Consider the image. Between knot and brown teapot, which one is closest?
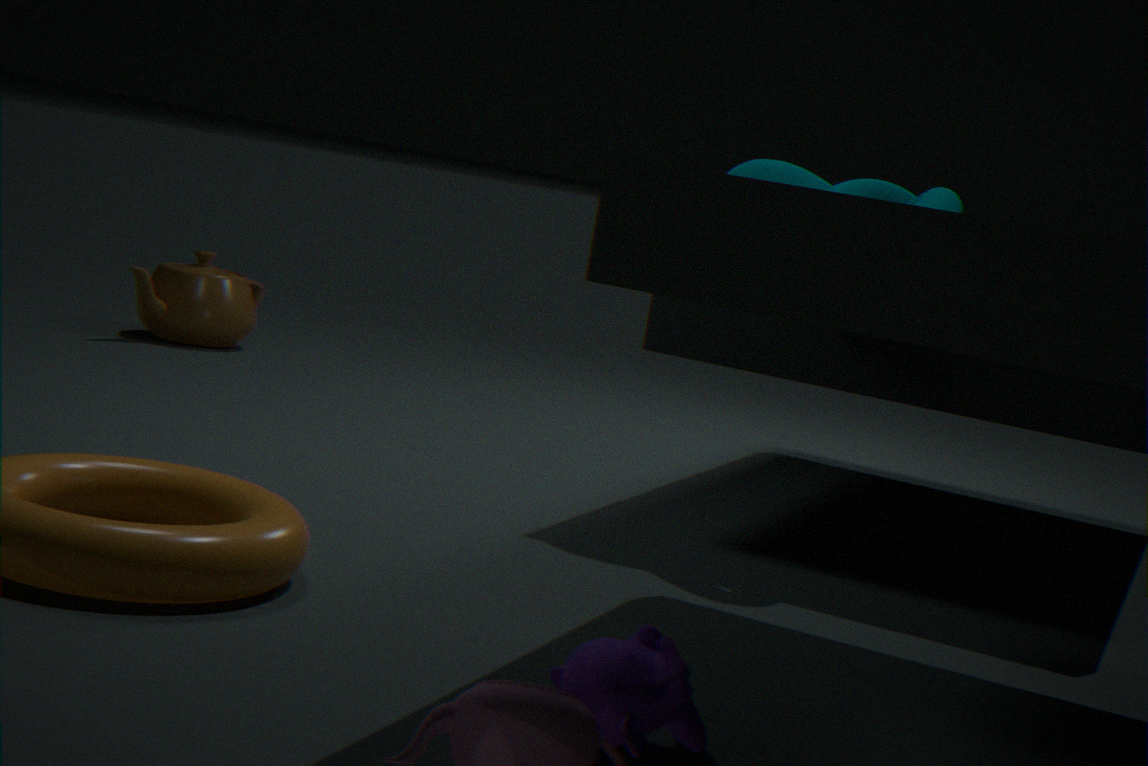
knot
